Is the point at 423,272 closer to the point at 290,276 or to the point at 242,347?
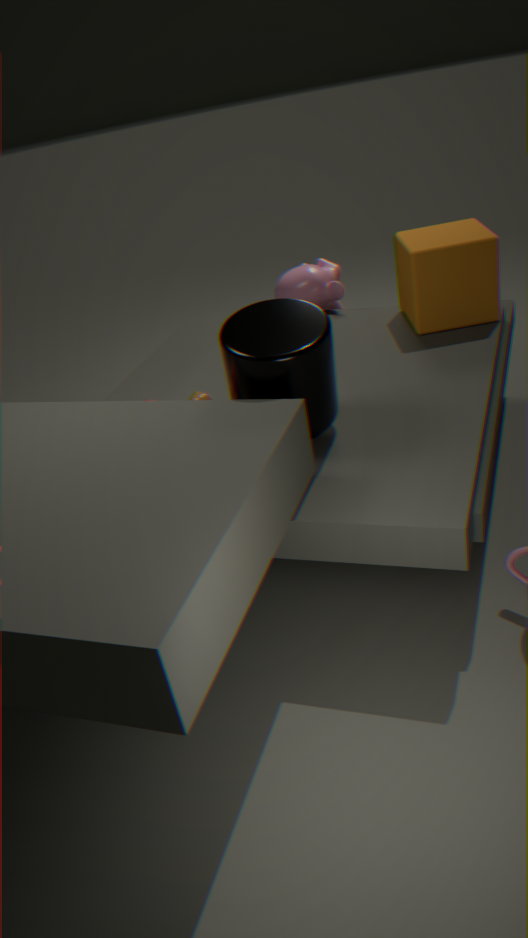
the point at 290,276
